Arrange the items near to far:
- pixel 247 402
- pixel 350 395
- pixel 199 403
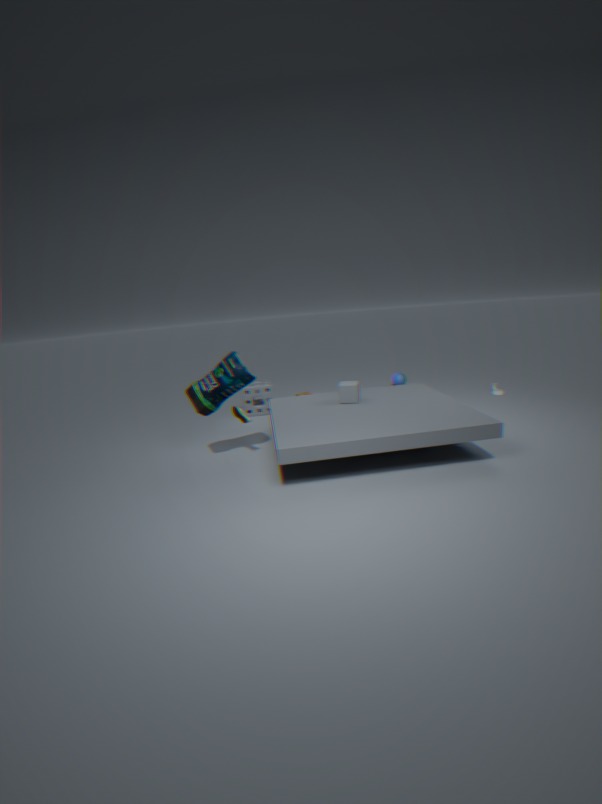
pixel 199 403 < pixel 350 395 < pixel 247 402
